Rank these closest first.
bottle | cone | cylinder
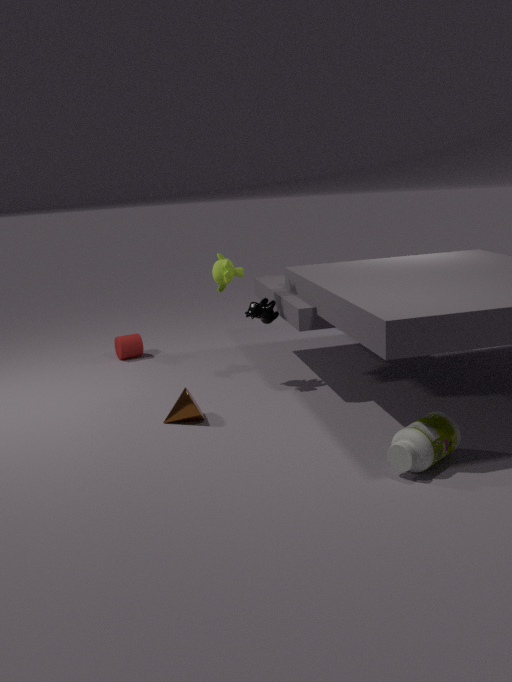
bottle < cone < cylinder
